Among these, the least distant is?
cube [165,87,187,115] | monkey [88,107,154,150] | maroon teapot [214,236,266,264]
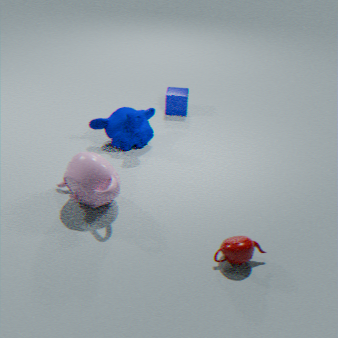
maroon teapot [214,236,266,264]
